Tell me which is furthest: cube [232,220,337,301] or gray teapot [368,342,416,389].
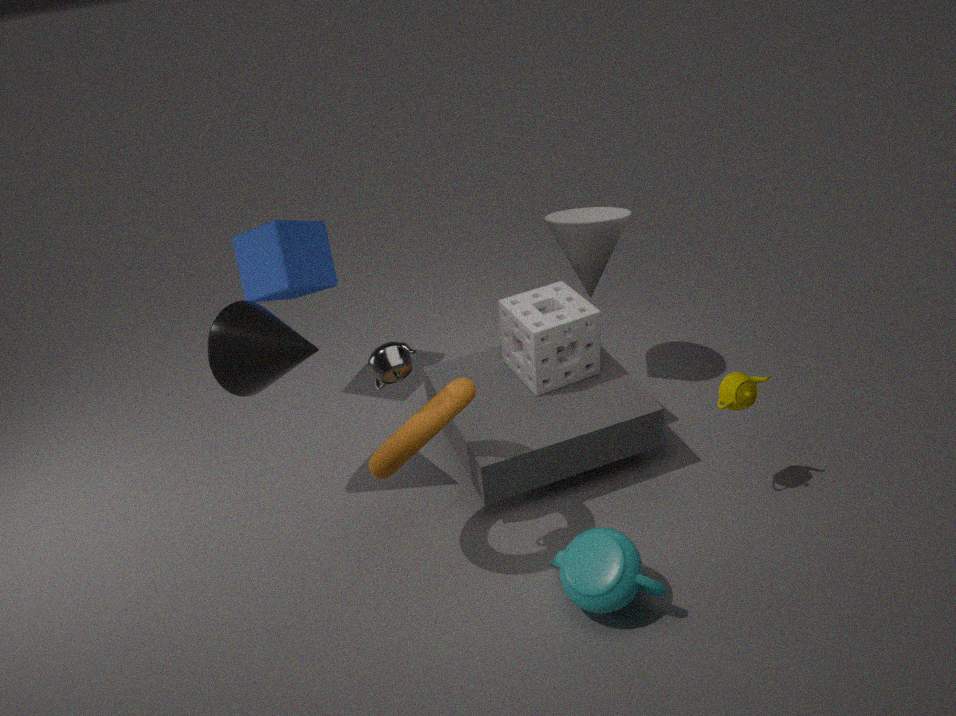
cube [232,220,337,301]
